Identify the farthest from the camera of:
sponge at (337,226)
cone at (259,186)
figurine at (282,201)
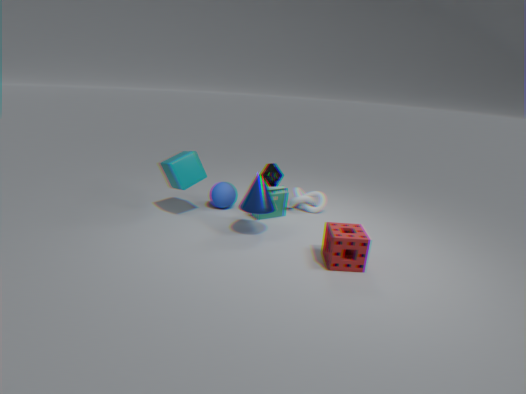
figurine at (282,201)
